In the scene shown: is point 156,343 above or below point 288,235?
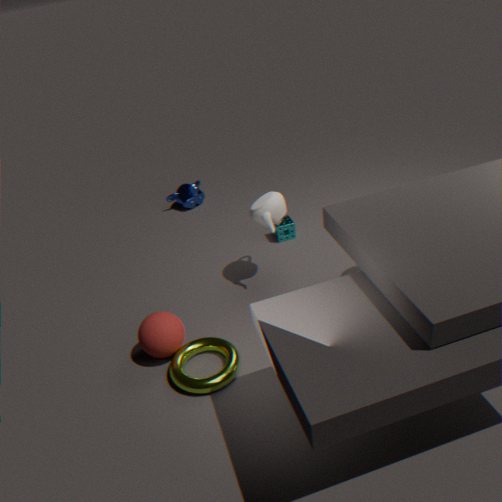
above
